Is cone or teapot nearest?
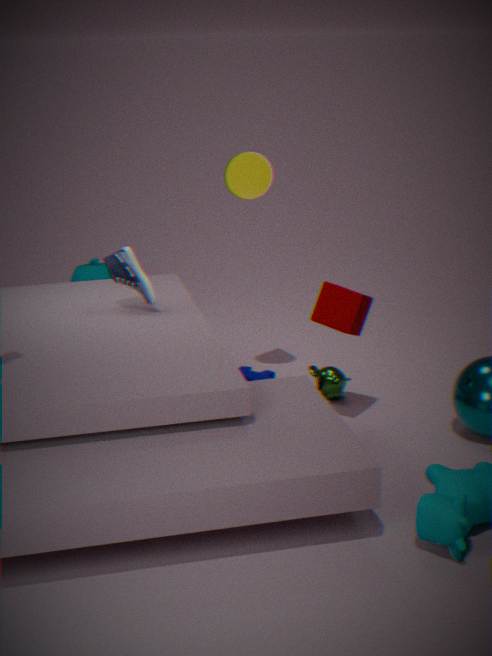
cone
